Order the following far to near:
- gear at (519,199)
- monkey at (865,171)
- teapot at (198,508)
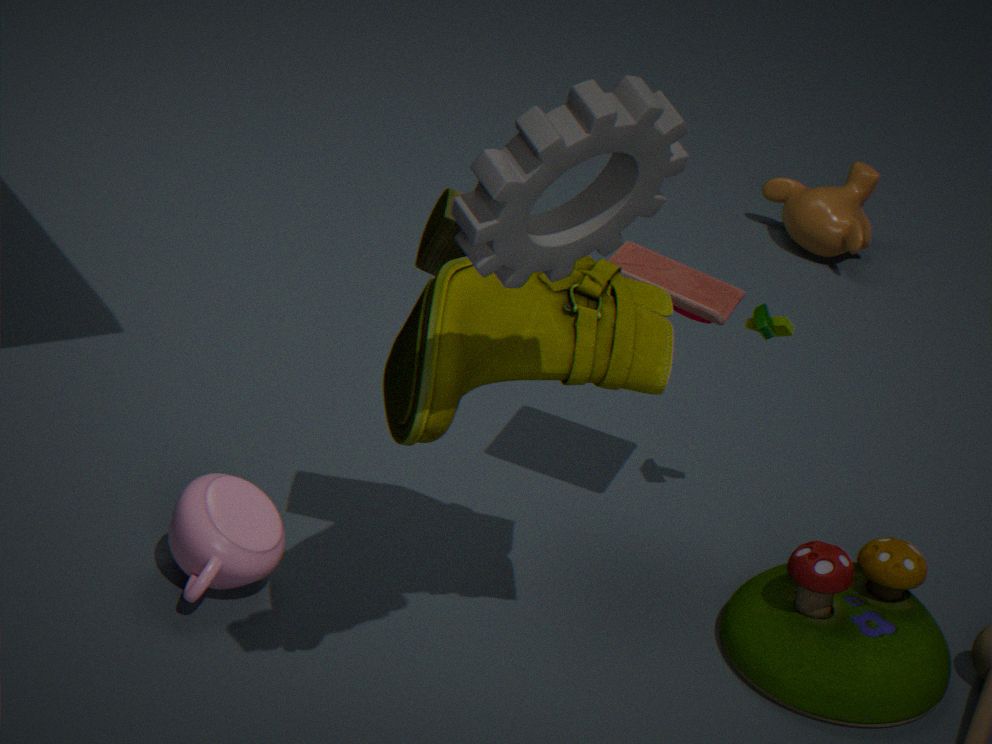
monkey at (865,171)
teapot at (198,508)
gear at (519,199)
